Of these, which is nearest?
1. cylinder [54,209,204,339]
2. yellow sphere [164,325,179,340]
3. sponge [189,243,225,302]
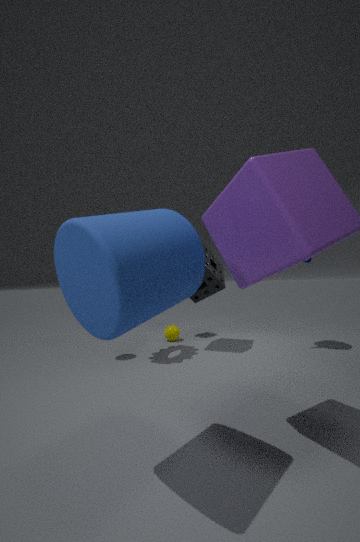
cylinder [54,209,204,339]
